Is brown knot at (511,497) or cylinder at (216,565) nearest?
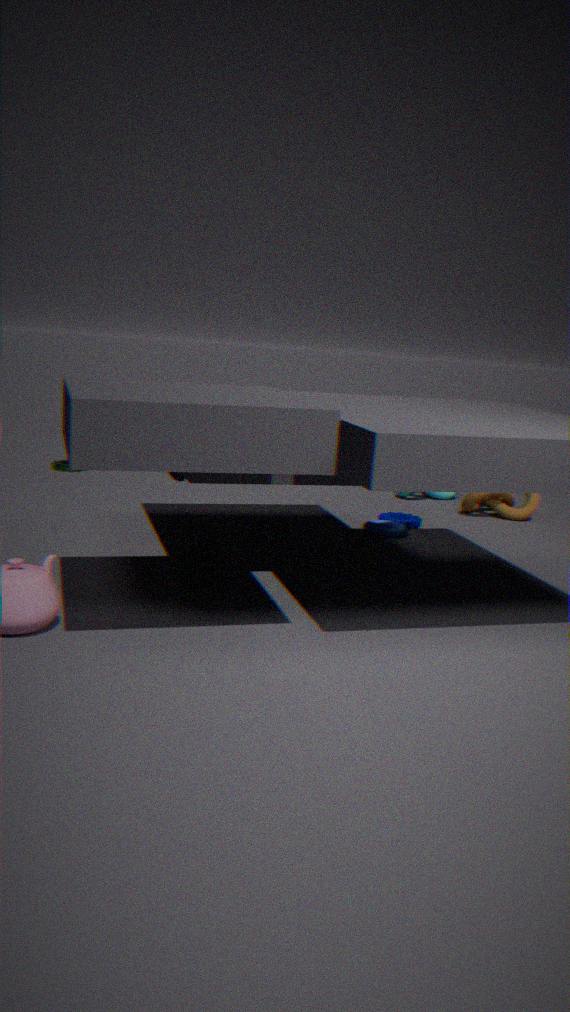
cylinder at (216,565)
